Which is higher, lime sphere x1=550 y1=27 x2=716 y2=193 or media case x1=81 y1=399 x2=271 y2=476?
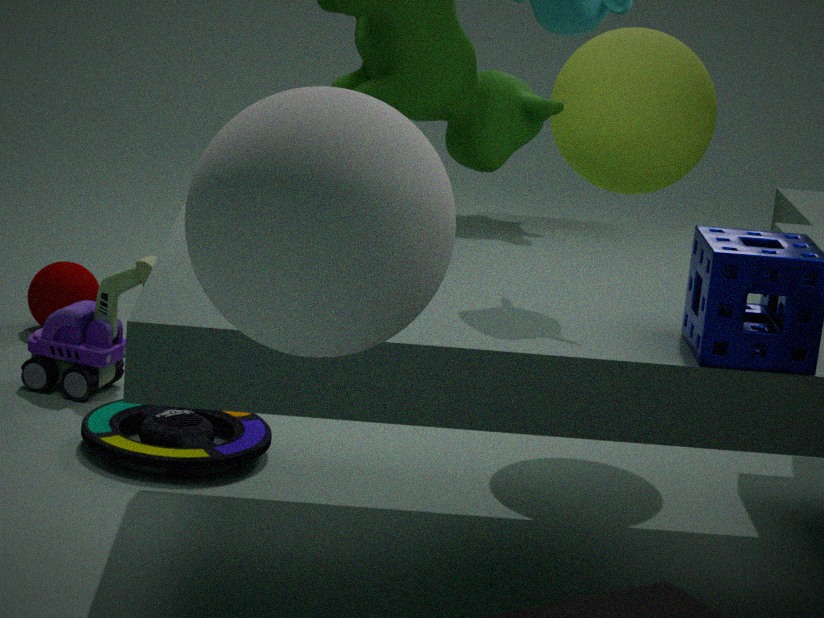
lime sphere x1=550 y1=27 x2=716 y2=193
